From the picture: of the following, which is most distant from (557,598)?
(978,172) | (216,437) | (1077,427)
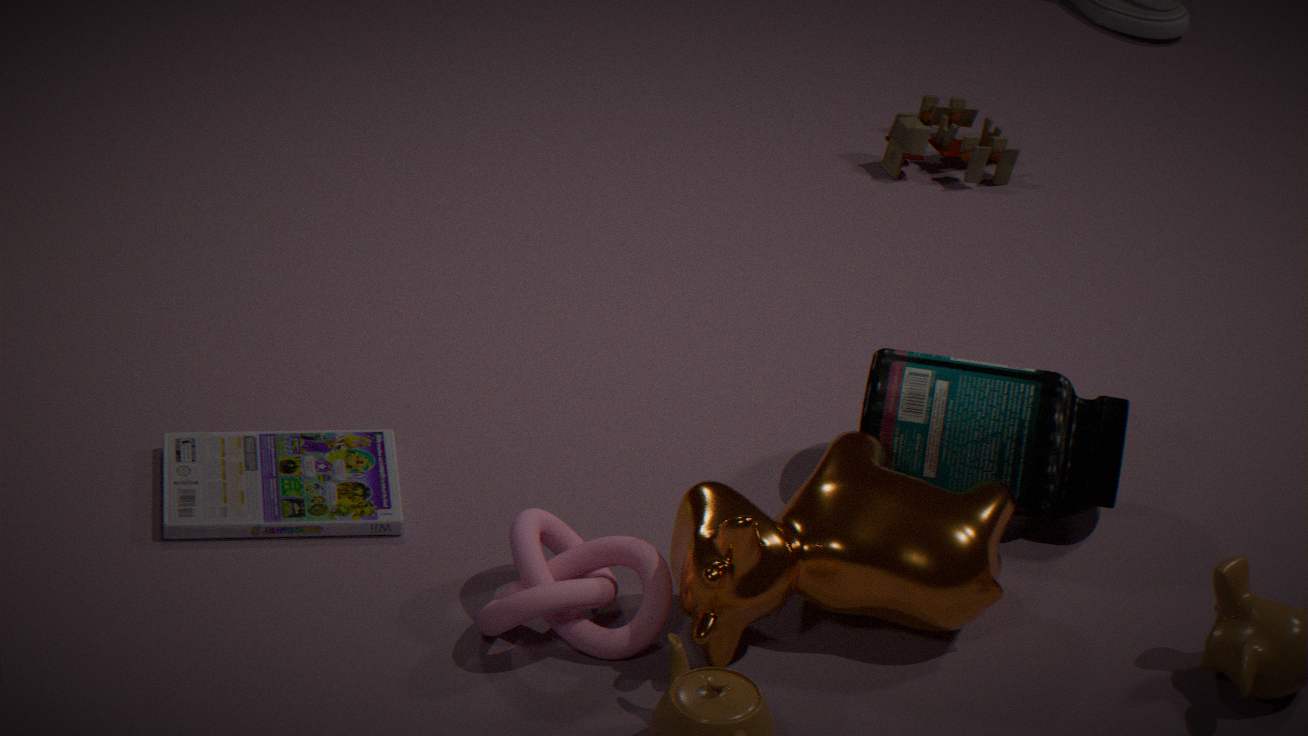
(978,172)
